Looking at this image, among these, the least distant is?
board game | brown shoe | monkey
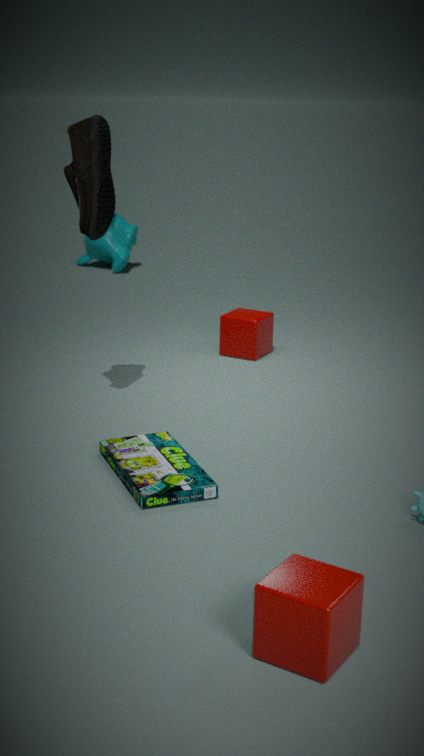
board game
